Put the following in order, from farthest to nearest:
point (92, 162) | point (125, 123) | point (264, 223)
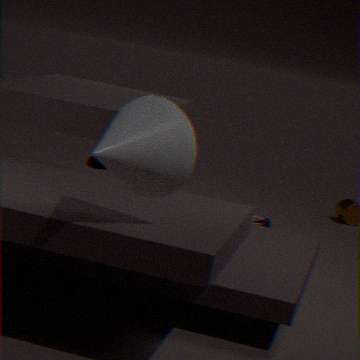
point (264, 223)
point (92, 162)
point (125, 123)
